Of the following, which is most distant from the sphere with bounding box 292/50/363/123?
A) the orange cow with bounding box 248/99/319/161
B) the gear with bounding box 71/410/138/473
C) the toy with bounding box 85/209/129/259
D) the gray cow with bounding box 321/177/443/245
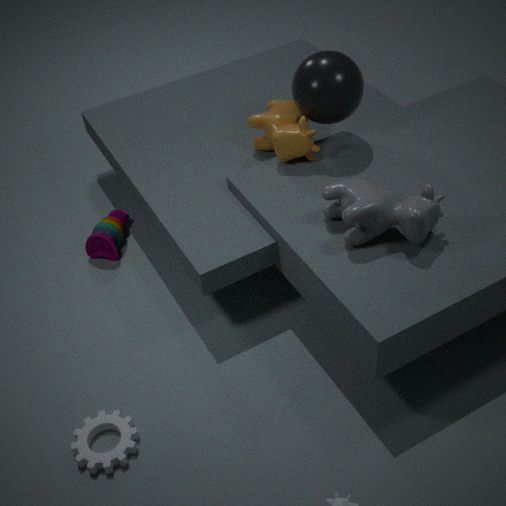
the gear with bounding box 71/410/138/473
